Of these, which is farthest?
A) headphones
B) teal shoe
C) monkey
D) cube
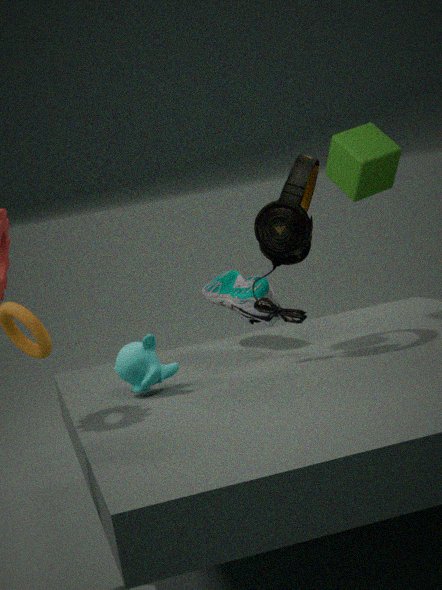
teal shoe
